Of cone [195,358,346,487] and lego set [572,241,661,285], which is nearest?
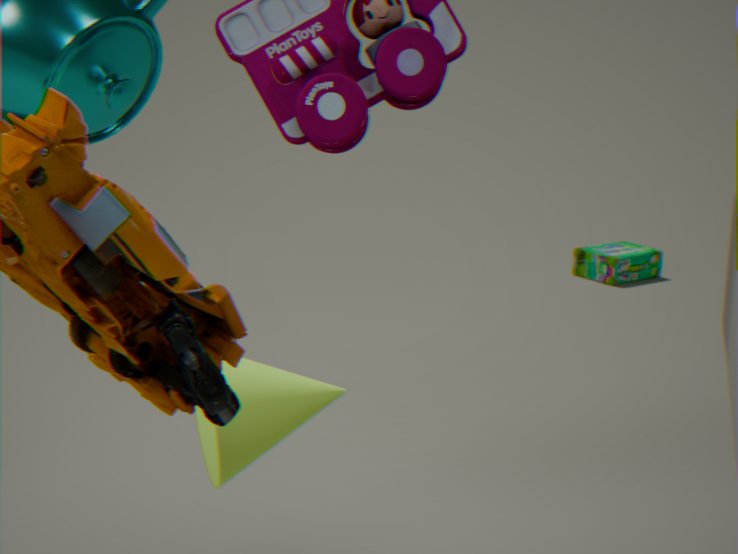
cone [195,358,346,487]
